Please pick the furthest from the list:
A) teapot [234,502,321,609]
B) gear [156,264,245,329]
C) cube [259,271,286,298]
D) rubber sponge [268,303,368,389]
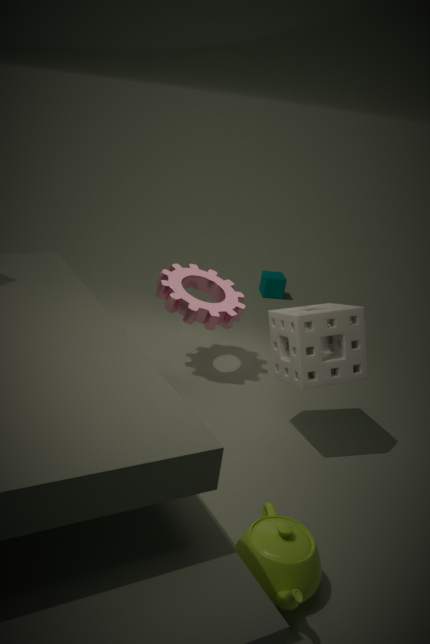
cube [259,271,286,298]
